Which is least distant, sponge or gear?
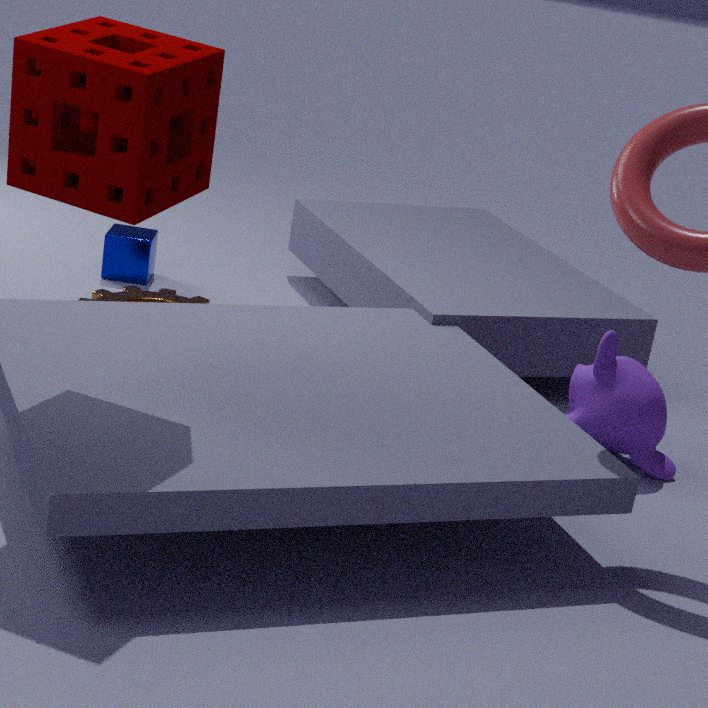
sponge
